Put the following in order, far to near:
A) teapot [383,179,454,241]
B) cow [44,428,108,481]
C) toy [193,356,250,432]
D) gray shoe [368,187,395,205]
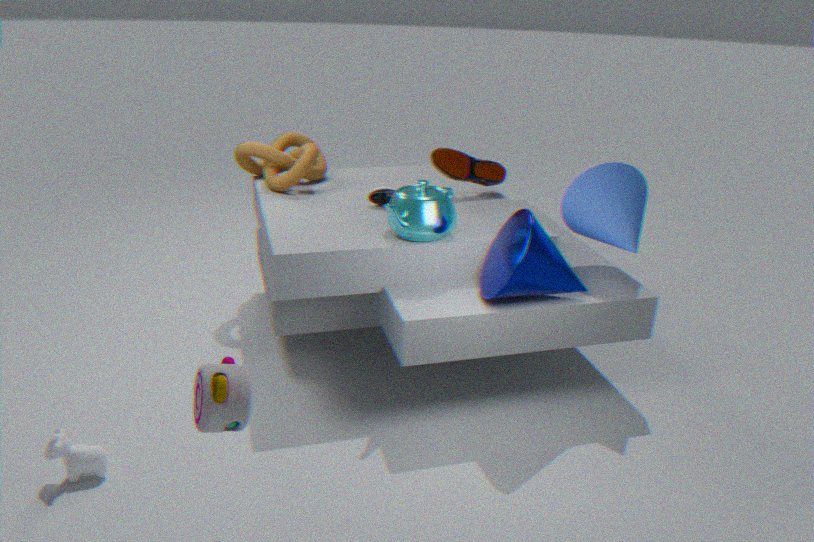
gray shoe [368,187,395,205] → teapot [383,179,454,241] → cow [44,428,108,481] → toy [193,356,250,432]
